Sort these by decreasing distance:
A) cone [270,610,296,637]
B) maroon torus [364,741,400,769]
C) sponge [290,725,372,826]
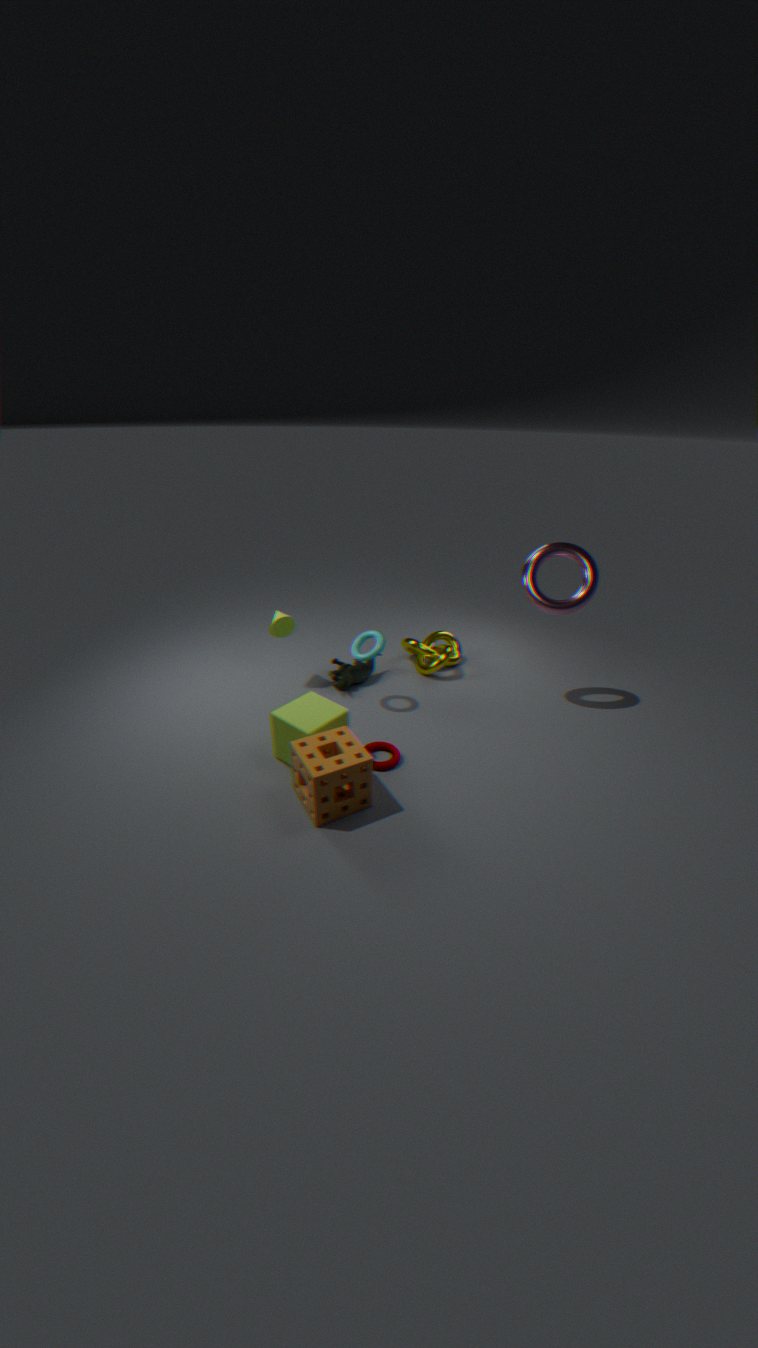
cone [270,610,296,637] < maroon torus [364,741,400,769] < sponge [290,725,372,826]
